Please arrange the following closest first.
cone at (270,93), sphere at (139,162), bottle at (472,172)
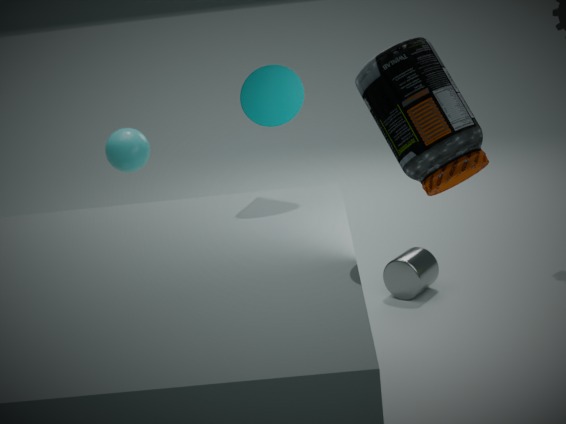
bottle at (472,172) → cone at (270,93) → sphere at (139,162)
